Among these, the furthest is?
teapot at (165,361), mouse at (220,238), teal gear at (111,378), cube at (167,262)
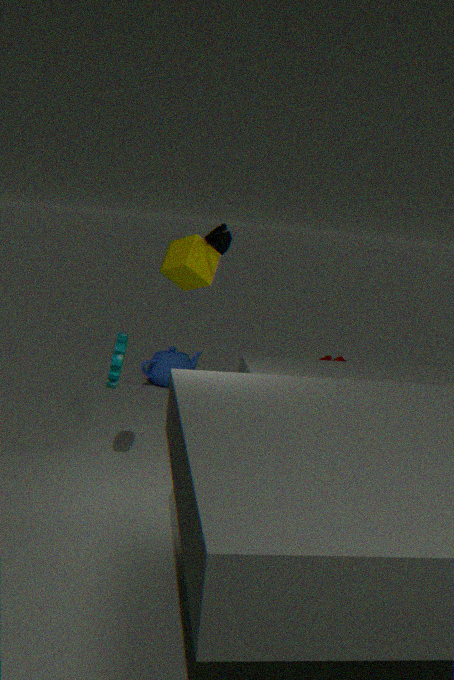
teapot at (165,361)
